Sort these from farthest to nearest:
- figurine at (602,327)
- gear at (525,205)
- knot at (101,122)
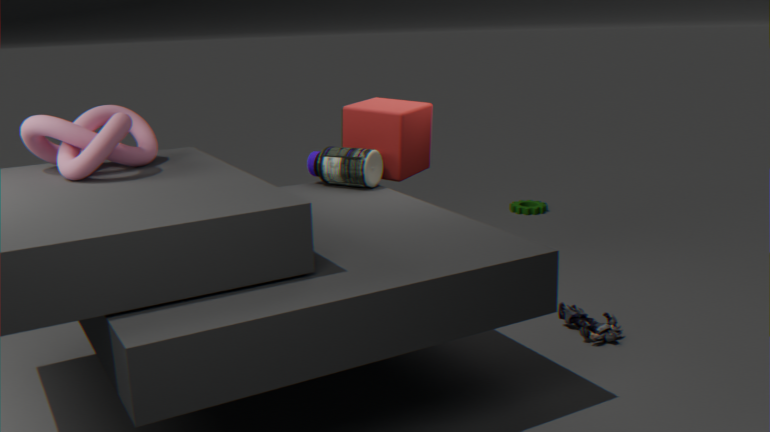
gear at (525,205) < figurine at (602,327) < knot at (101,122)
